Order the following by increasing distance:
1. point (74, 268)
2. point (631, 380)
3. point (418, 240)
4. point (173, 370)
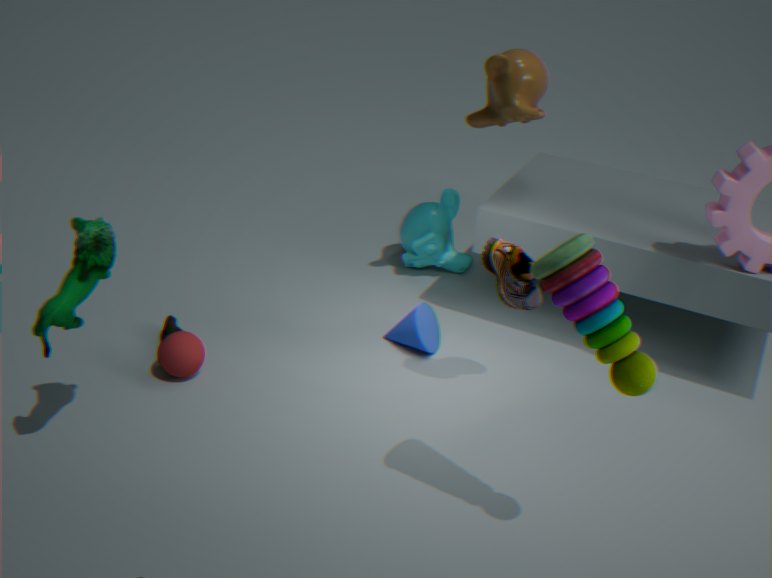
point (631, 380)
point (74, 268)
point (173, 370)
point (418, 240)
